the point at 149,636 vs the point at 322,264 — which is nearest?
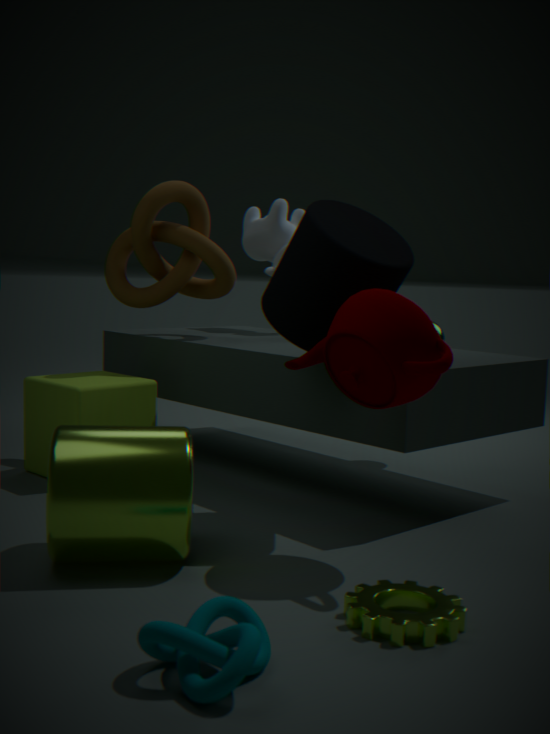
the point at 149,636
